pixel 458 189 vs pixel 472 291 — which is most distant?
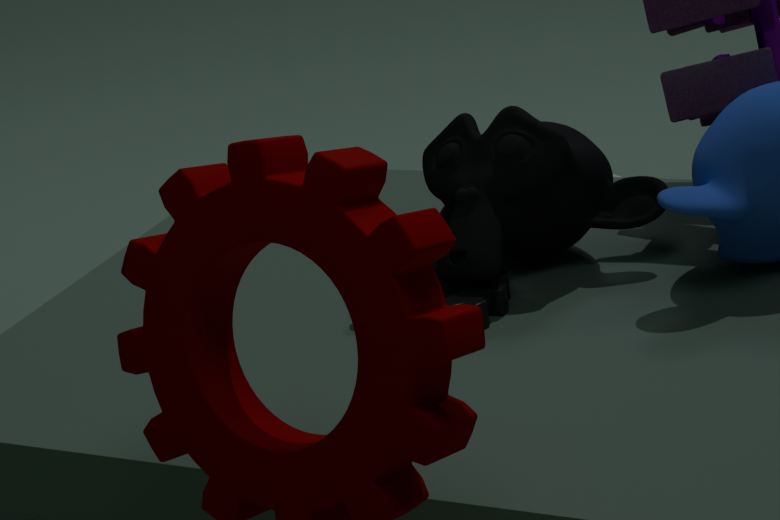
pixel 458 189
